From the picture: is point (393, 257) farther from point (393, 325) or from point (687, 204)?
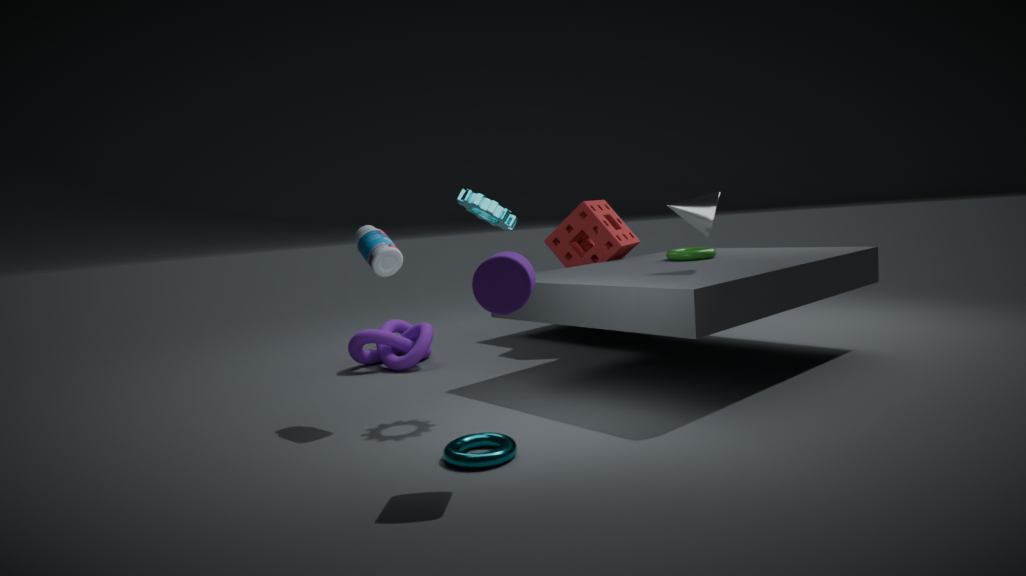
point (687, 204)
